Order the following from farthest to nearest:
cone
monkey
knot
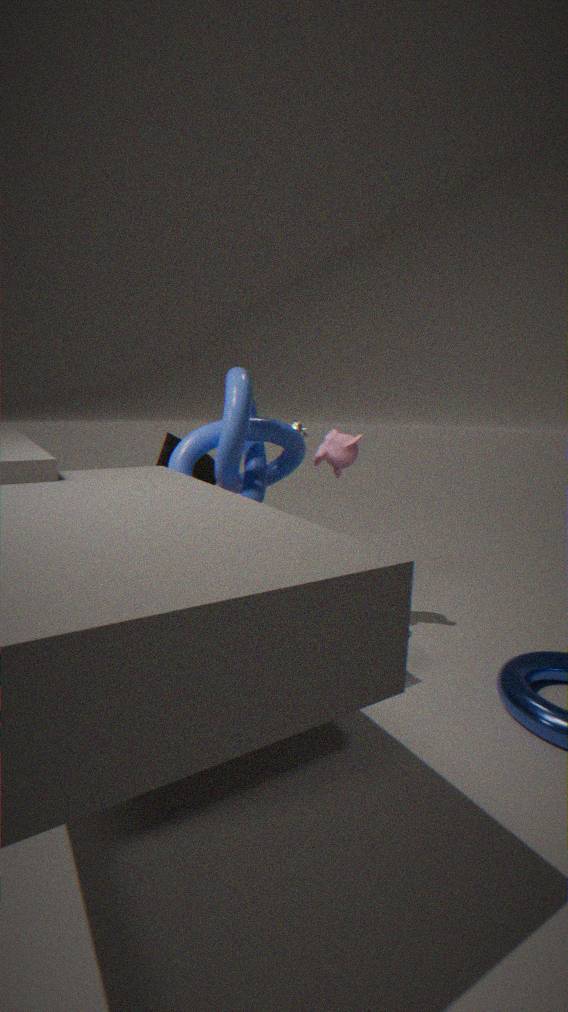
cone
monkey
knot
